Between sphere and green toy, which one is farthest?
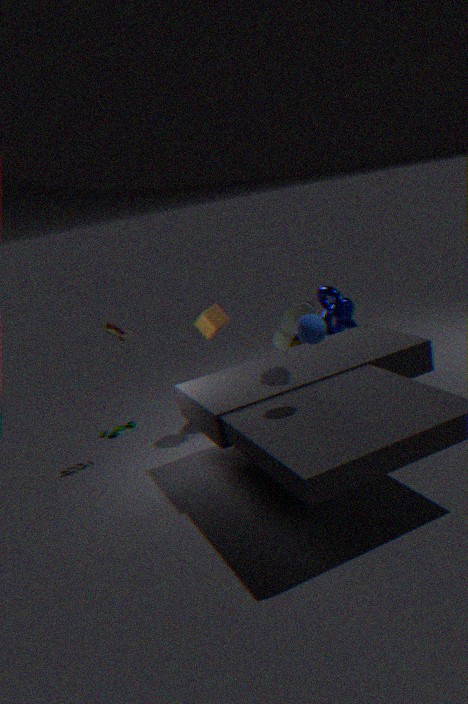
green toy
